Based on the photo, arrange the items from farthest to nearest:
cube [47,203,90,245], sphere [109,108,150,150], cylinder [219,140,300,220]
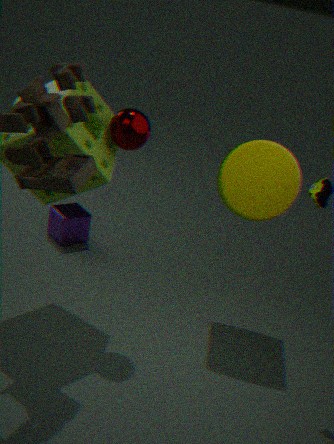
cube [47,203,90,245]
cylinder [219,140,300,220]
sphere [109,108,150,150]
